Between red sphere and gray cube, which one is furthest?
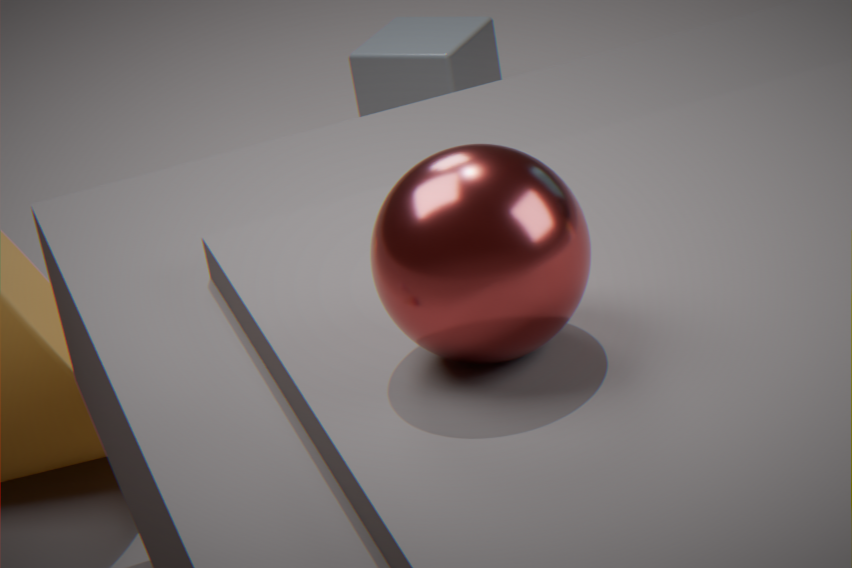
gray cube
